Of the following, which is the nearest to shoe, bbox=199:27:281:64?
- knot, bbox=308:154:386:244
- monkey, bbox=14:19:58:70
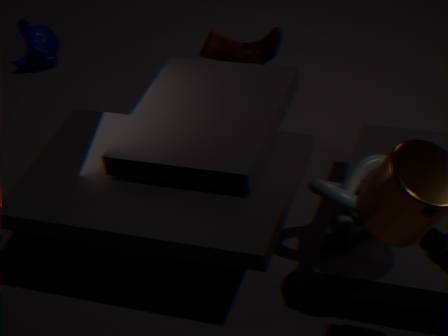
knot, bbox=308:154:386:244
